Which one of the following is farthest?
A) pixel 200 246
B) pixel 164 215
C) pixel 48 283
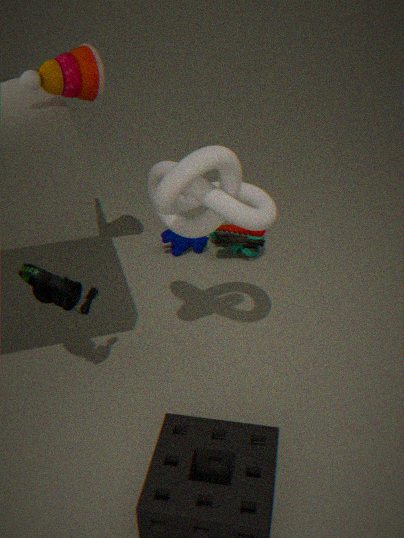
pixel 200 246
